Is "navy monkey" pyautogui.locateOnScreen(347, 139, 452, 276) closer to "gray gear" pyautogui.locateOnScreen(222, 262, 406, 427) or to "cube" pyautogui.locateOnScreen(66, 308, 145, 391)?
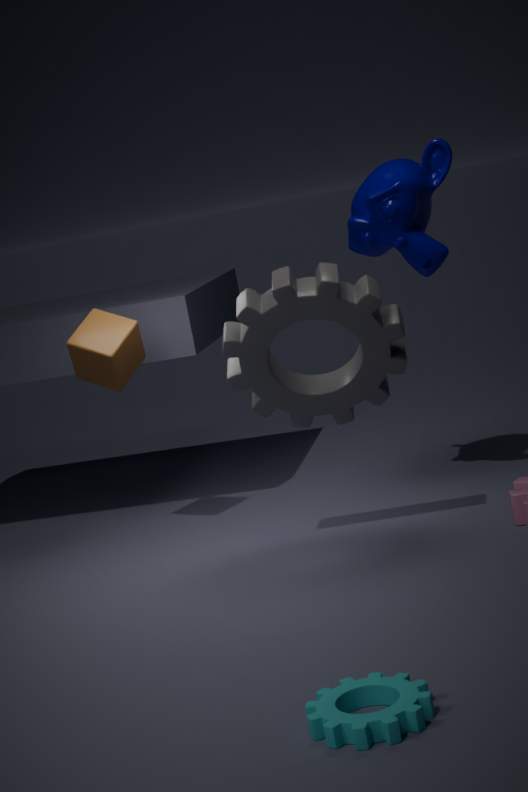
"gray gear" pyautogui.locateOnScreen(222, 262, 406, 427)
